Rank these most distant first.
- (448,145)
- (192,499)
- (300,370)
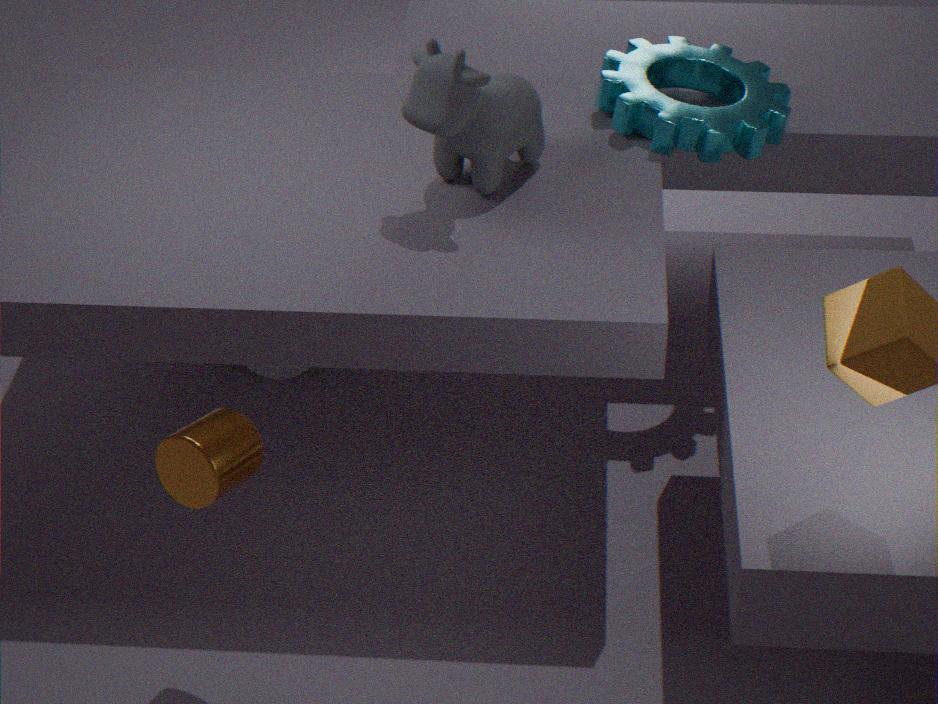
(300,370) < (448,145) < (192,499)
